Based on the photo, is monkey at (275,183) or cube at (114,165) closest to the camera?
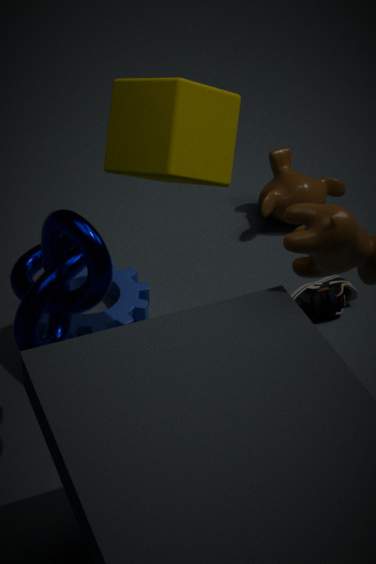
cube at (114,165)
